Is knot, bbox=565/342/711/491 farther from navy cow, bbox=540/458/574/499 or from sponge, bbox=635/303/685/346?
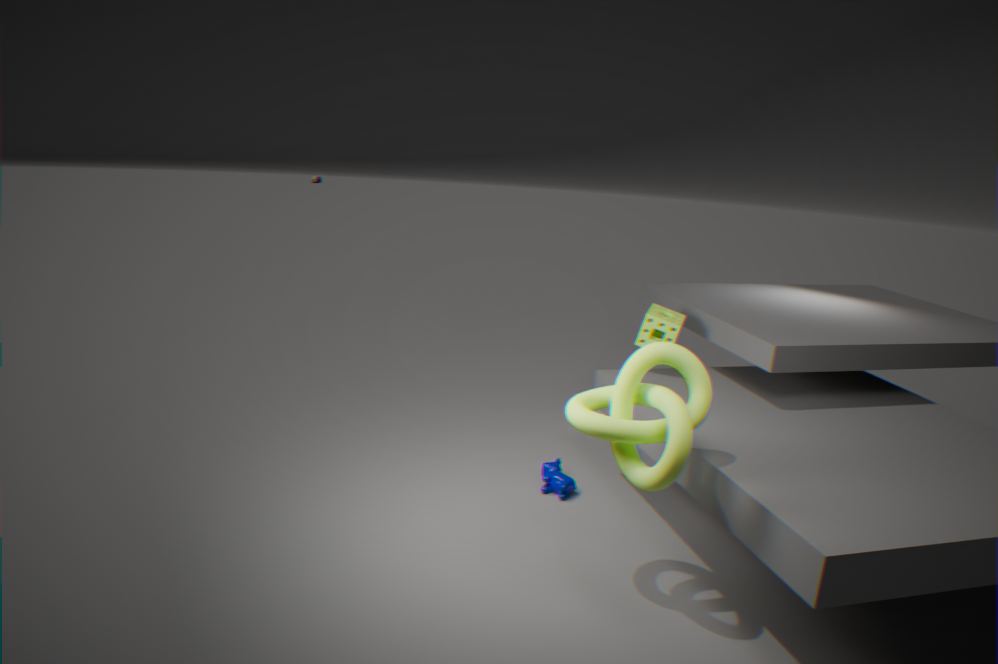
sponge, bbox=635/303/685/346
